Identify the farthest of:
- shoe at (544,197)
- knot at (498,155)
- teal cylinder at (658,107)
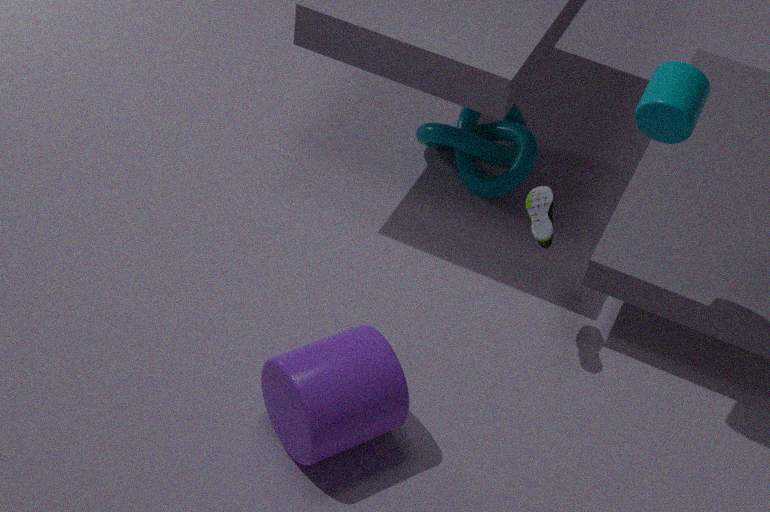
knot at (498,155)
